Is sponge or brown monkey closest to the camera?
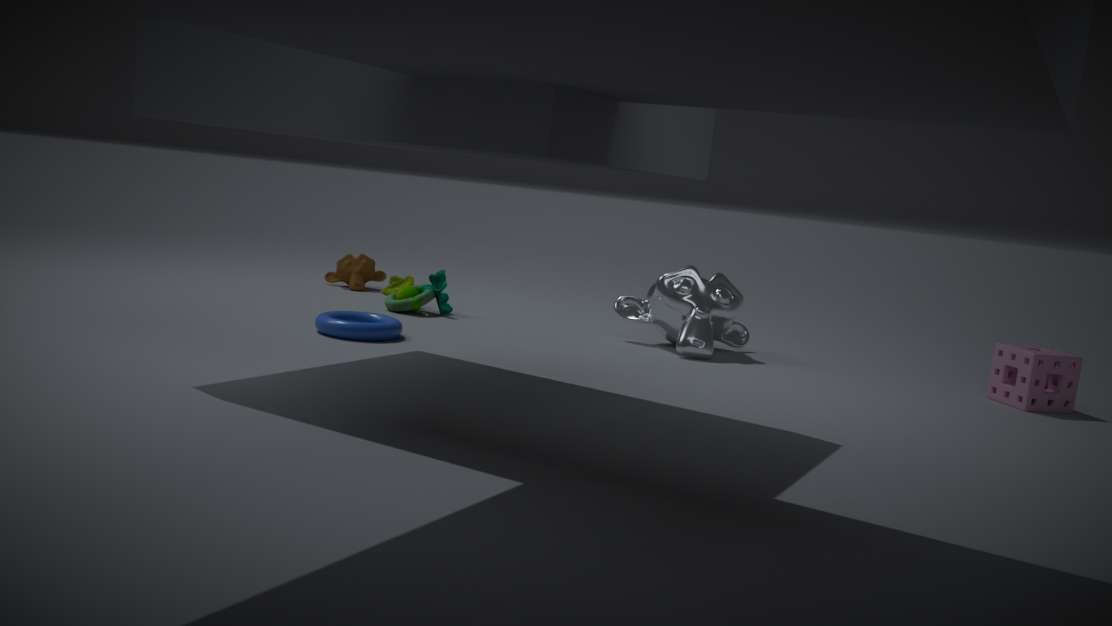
sponge
